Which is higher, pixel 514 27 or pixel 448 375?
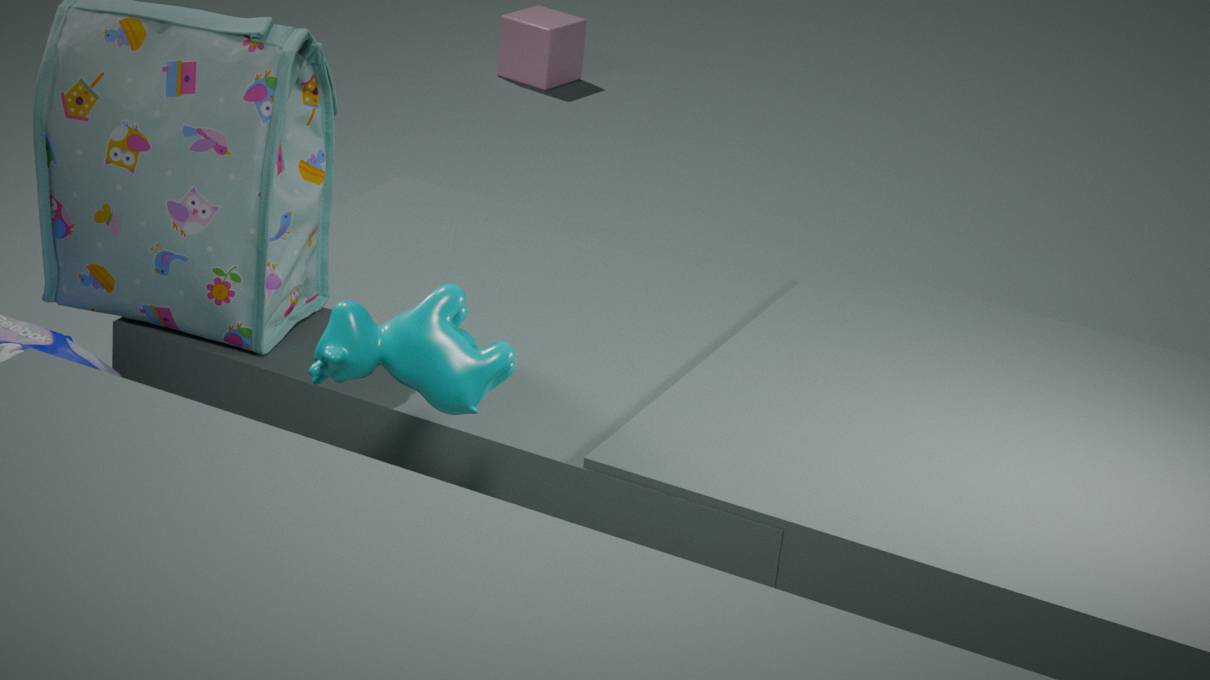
pixel 448 375
